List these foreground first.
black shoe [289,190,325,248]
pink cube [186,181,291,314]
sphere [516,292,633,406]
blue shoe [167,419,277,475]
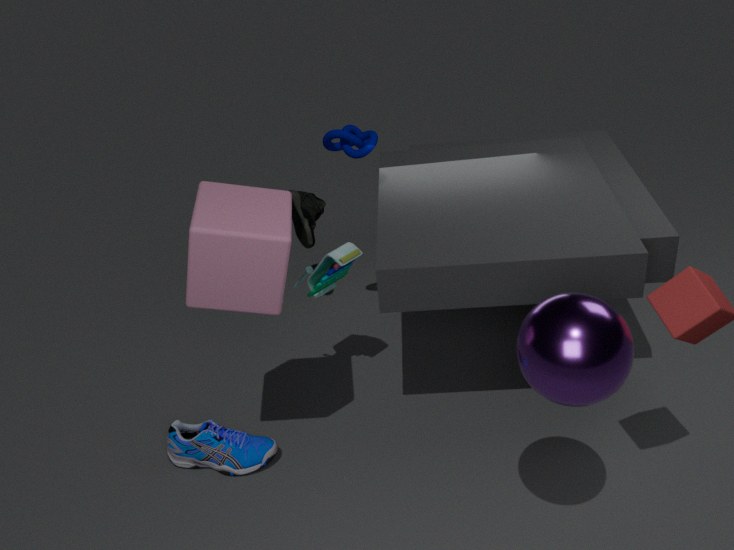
sphere [516,292,633,406] → pink cube [186,181,291,314] → blue shoe [167,419,277,475] → black shoe [289,190,325,248]
